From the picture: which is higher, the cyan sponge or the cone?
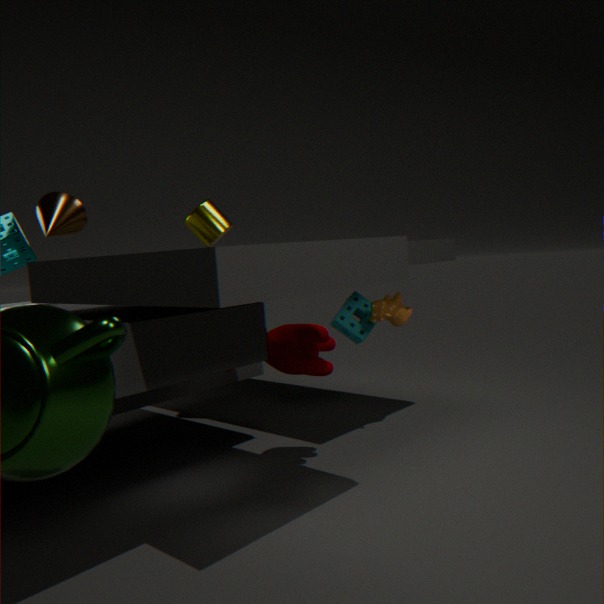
the cone
